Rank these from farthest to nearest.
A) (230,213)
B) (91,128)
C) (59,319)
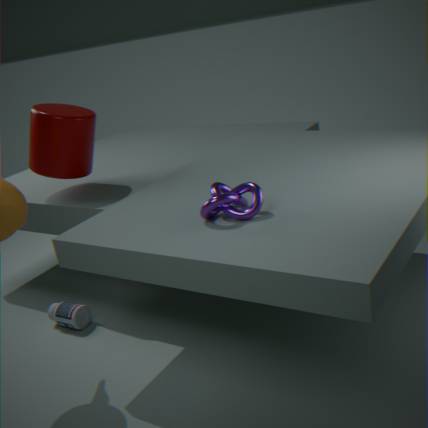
(91,128), (59,319), (230,213)
